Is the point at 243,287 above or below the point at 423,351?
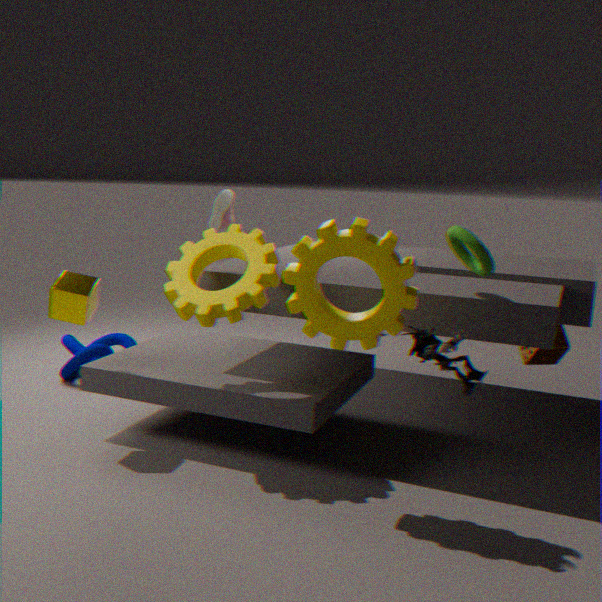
above
